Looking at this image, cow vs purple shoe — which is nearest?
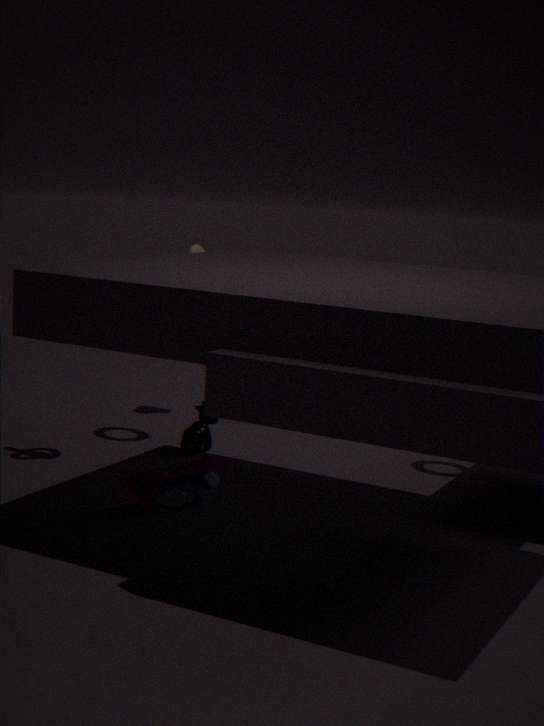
purple shoe
